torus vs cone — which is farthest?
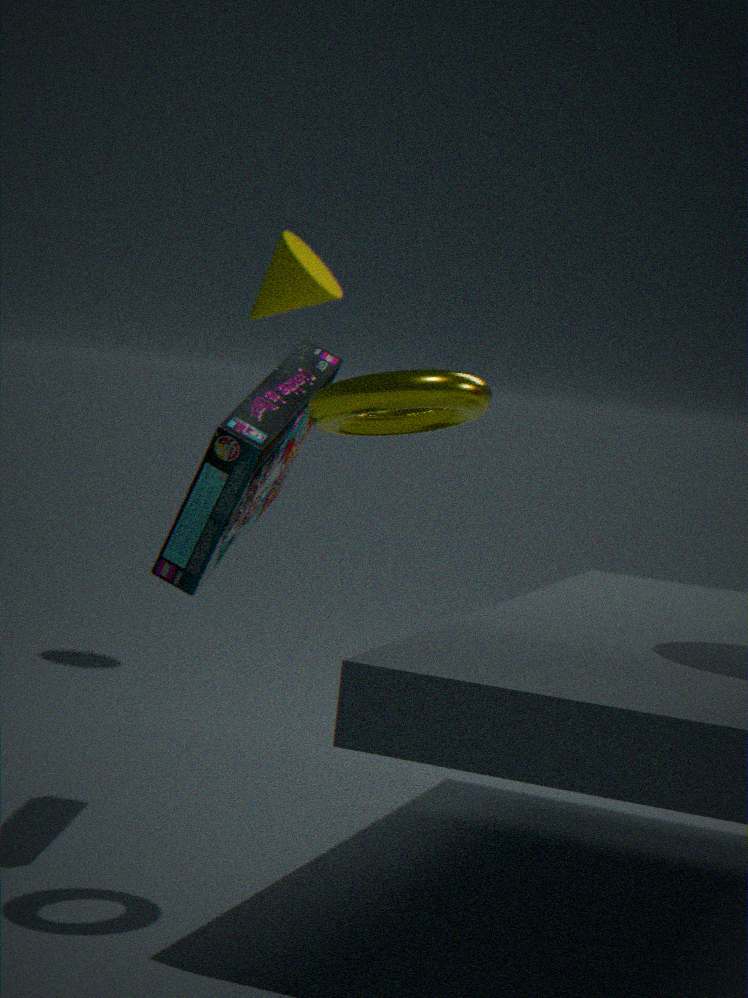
cone
